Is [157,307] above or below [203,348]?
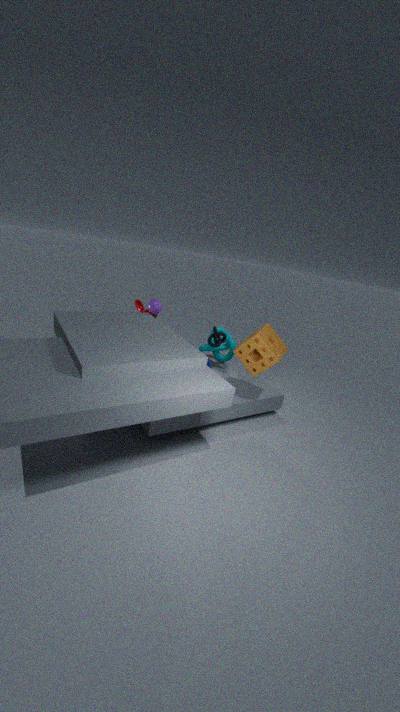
above
